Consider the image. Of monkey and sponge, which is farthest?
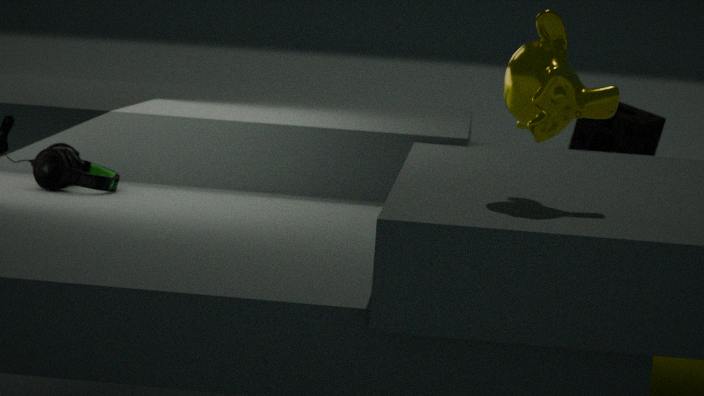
sponge
